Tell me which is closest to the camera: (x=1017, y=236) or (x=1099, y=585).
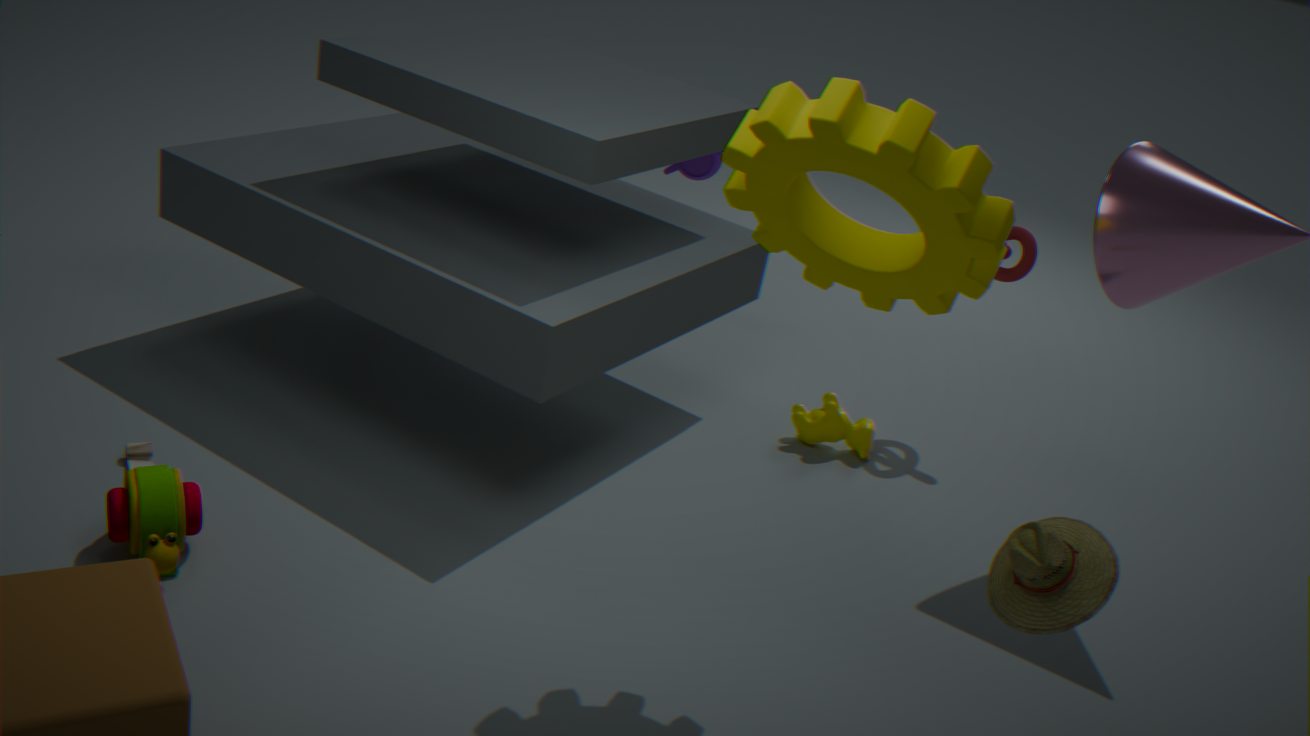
(x=1099, y=585)
